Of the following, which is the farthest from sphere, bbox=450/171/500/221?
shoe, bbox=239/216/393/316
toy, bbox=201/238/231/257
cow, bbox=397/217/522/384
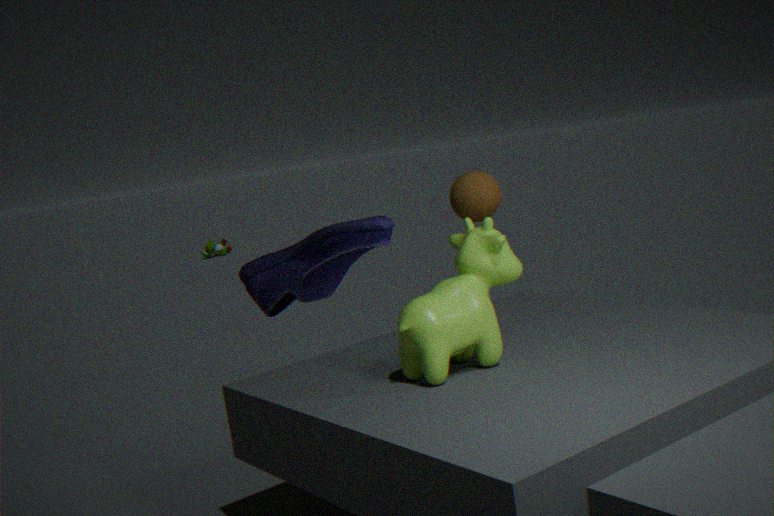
toy, bbox=201/238/231/257
